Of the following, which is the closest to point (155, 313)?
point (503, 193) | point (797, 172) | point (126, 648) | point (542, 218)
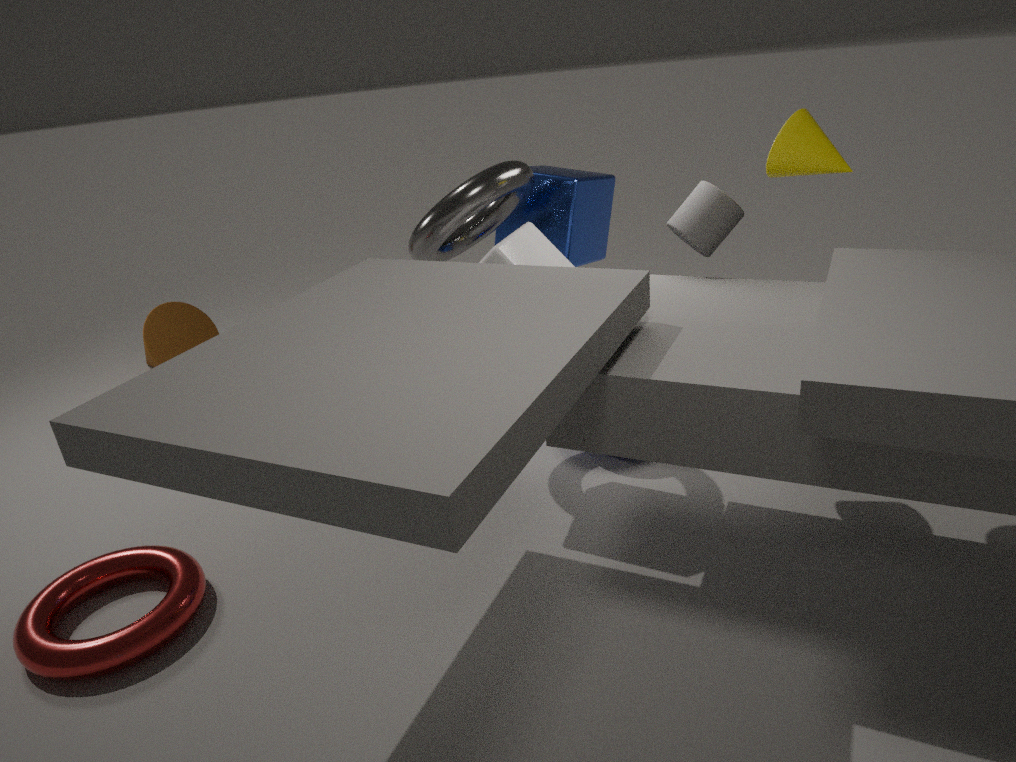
point (126, 648)
